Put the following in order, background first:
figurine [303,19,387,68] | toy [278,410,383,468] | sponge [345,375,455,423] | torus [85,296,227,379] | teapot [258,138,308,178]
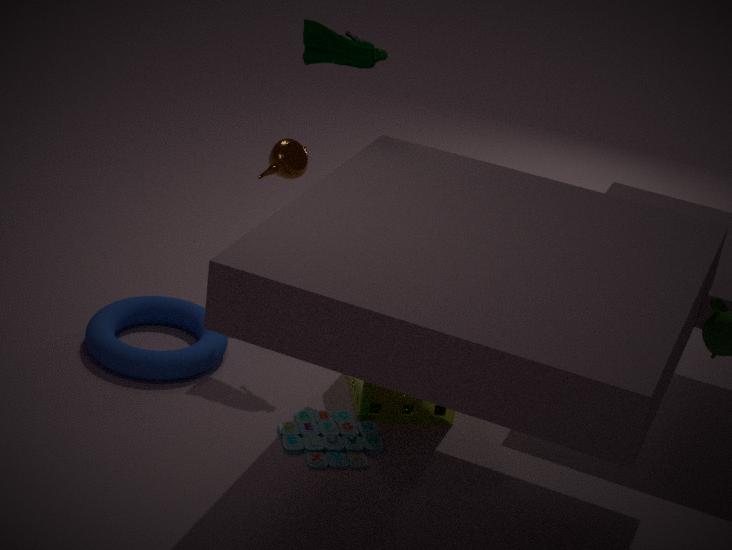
teapot [258,138,308,178]
figurine [303,19,387,68]
torus [85,296,227,379]
sponge [345,375,455,423]
toy [278,410,383,468]
